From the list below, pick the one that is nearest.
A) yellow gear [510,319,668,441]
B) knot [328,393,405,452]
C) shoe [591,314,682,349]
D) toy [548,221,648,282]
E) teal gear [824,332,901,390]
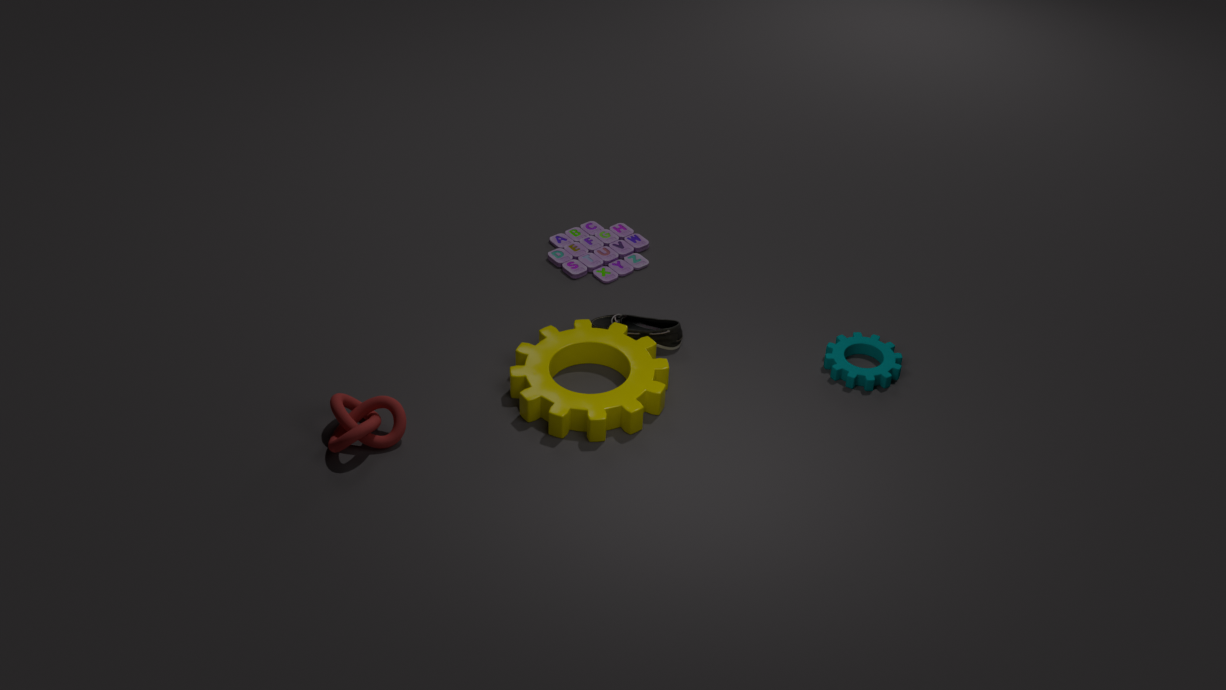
knot [328,393,405,452]
